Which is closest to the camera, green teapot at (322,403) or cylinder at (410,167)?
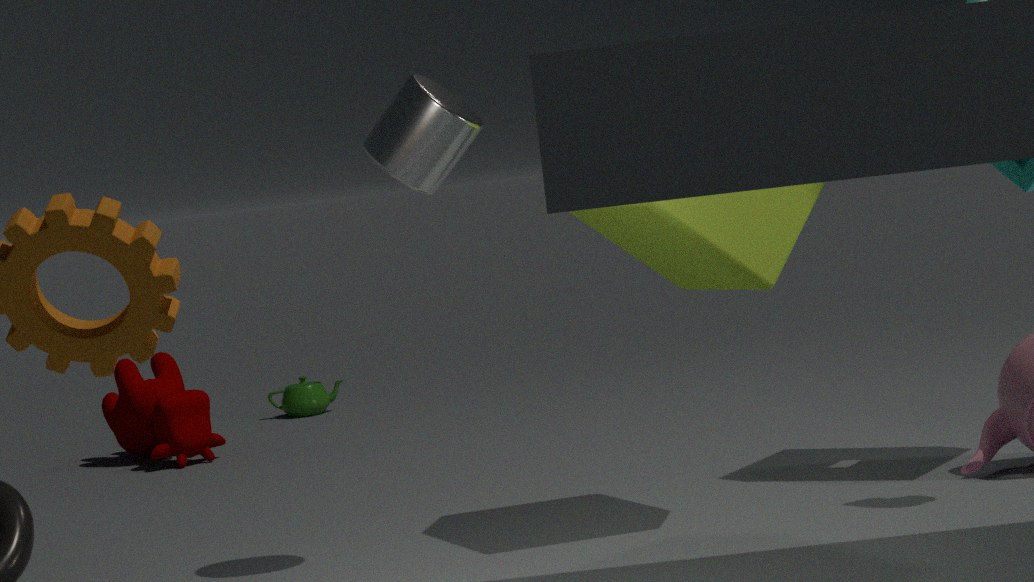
cylinder at (410,167)
